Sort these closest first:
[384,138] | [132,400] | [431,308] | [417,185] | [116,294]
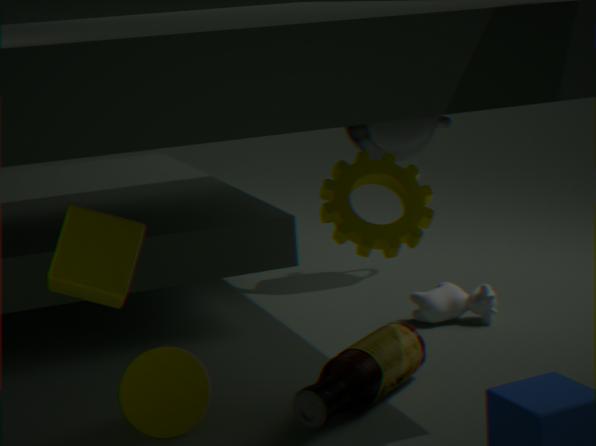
[116,294]
[132,400]
[417,185]
[431,308]
[384,138]
